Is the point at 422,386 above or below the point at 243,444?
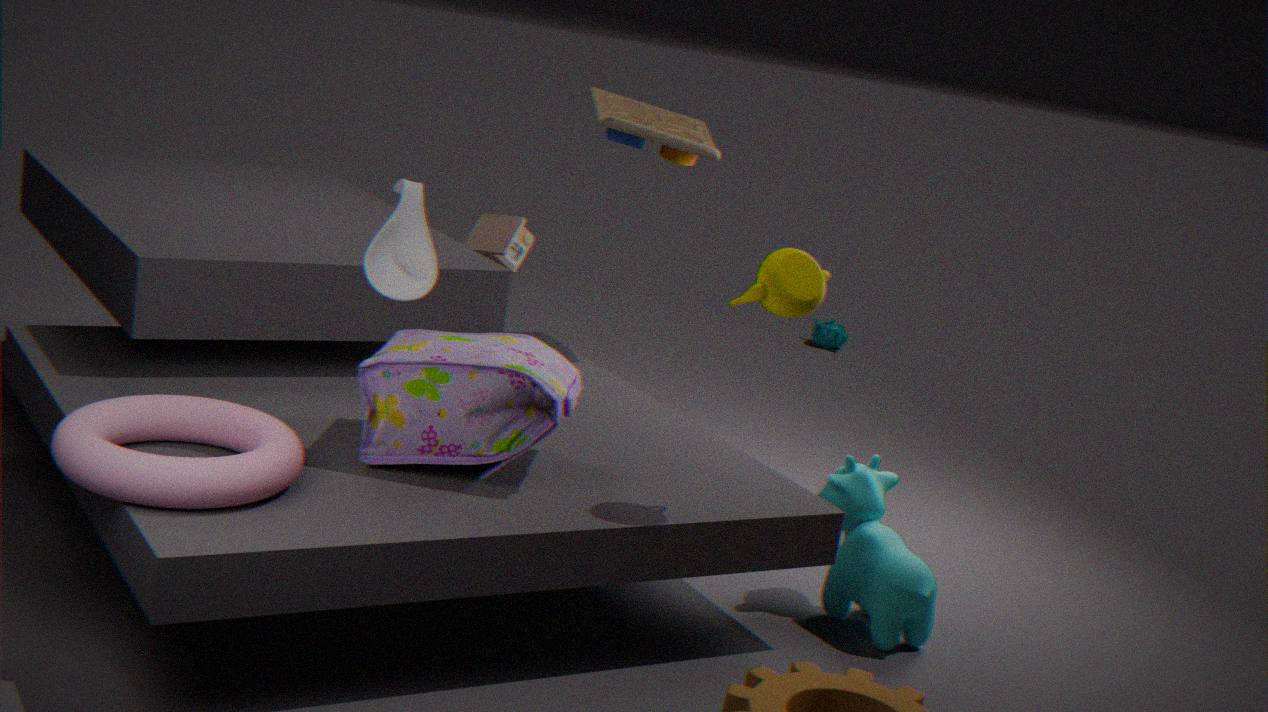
above
